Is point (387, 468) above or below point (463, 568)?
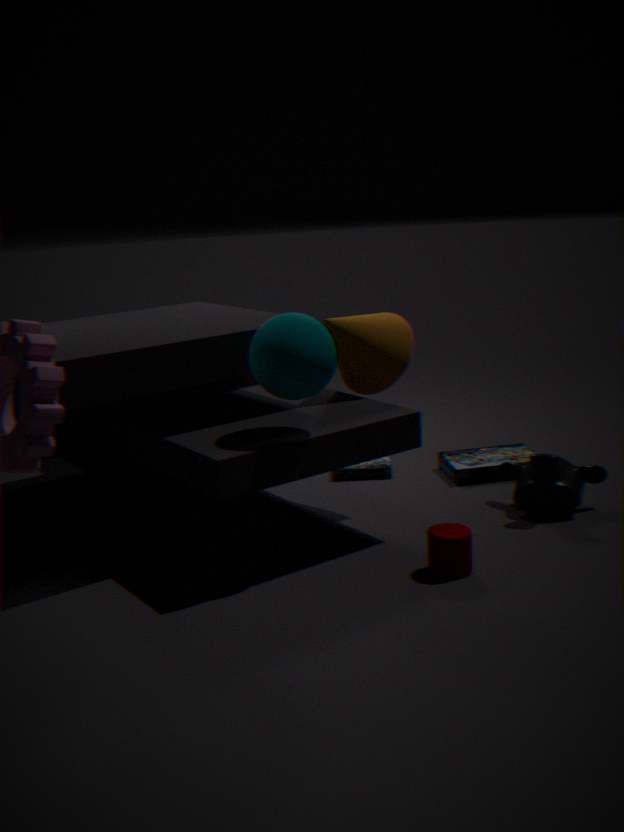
below
